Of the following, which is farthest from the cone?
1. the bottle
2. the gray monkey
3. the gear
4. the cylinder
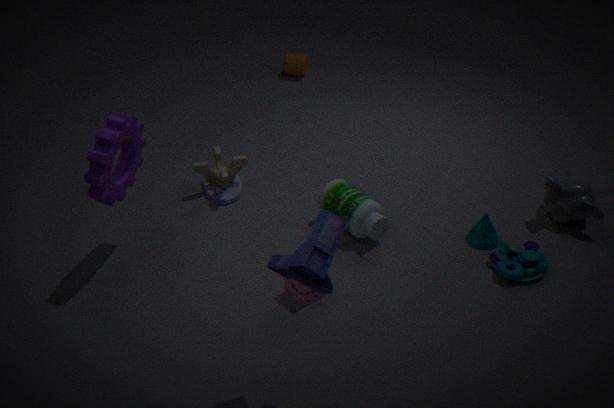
the cylinder
